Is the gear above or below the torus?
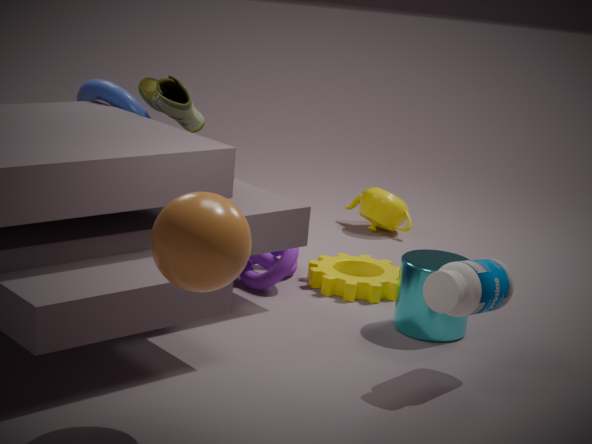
below
